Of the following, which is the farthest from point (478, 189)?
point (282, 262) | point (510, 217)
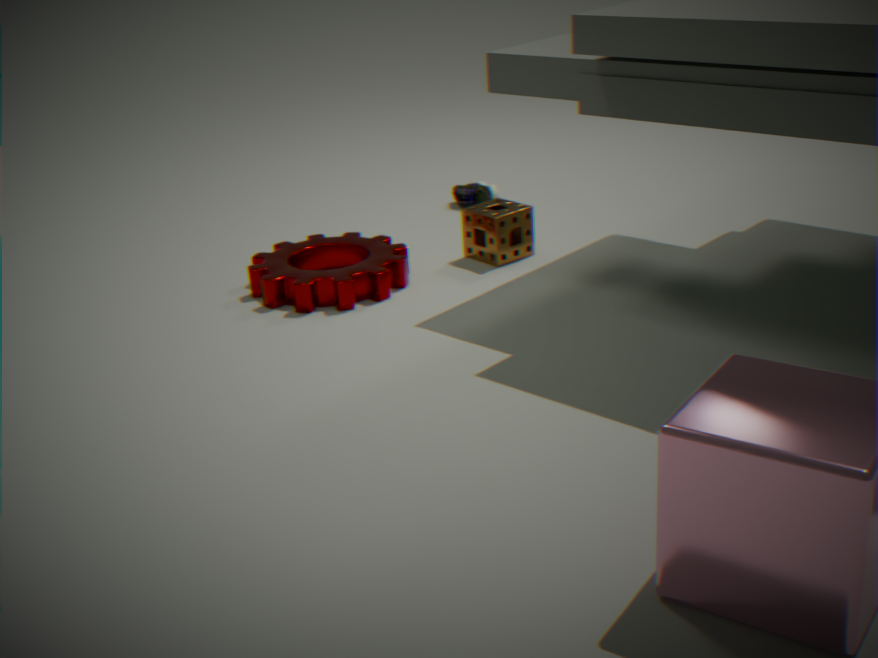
point (282, 262)
